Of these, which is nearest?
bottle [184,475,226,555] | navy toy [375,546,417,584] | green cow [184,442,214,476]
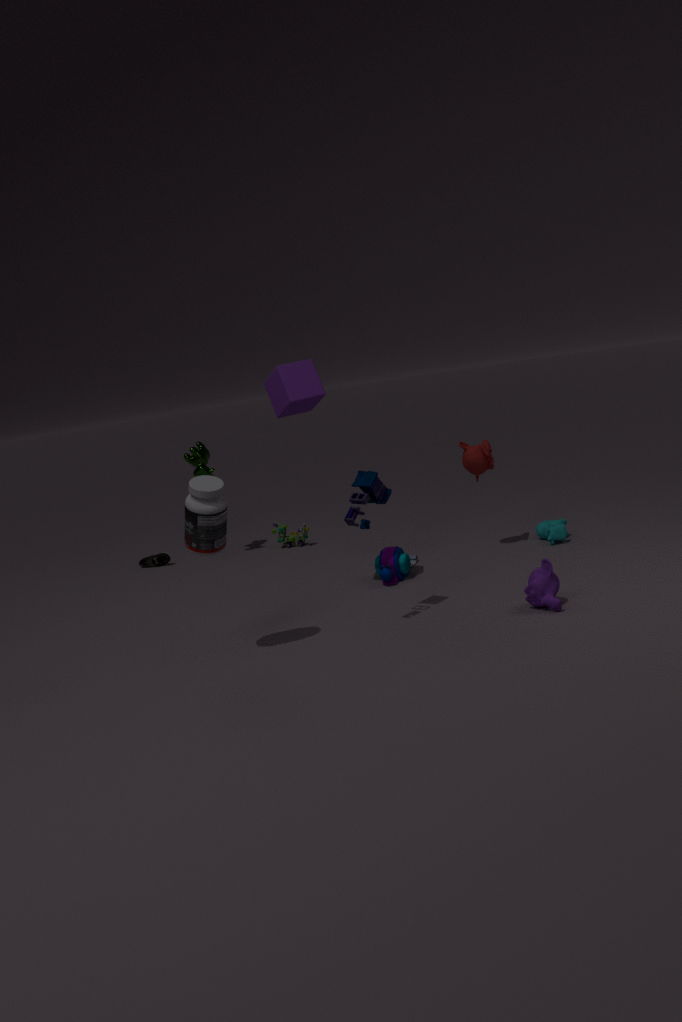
bottle [184,475,226,555]
